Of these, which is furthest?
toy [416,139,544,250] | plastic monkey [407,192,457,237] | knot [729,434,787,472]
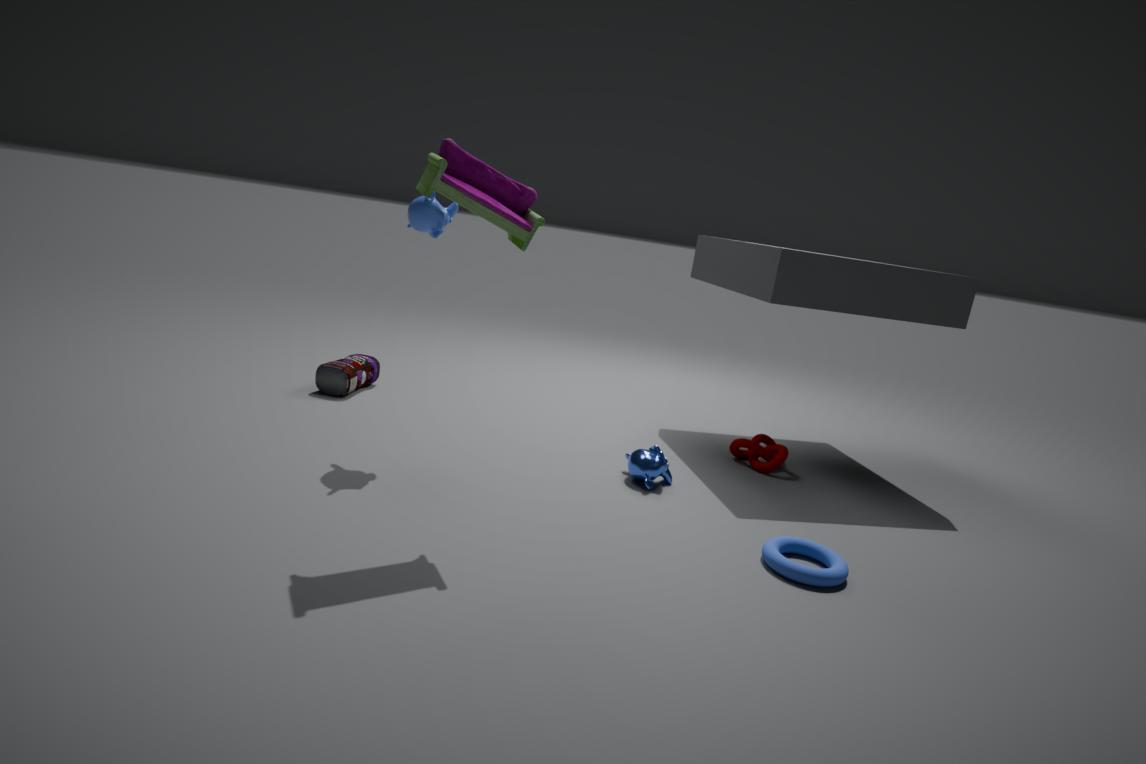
knot [729,434,787,472]
